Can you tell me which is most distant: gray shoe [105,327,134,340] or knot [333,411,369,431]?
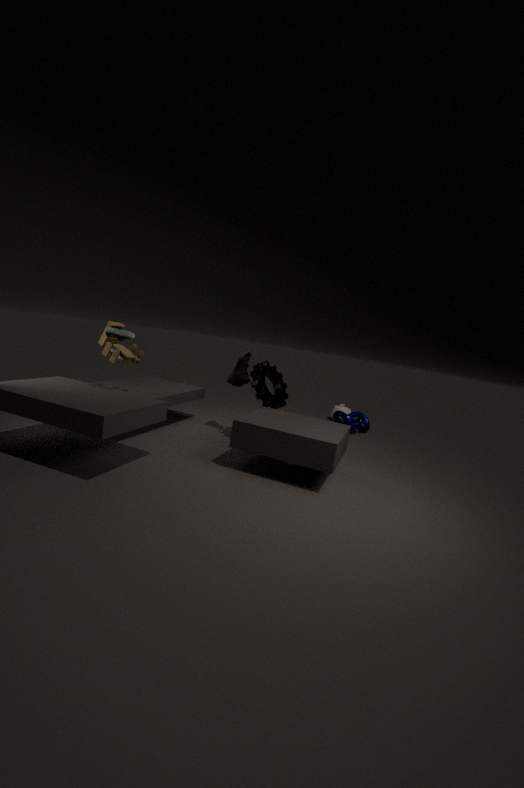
knot [333,411,369,431]
